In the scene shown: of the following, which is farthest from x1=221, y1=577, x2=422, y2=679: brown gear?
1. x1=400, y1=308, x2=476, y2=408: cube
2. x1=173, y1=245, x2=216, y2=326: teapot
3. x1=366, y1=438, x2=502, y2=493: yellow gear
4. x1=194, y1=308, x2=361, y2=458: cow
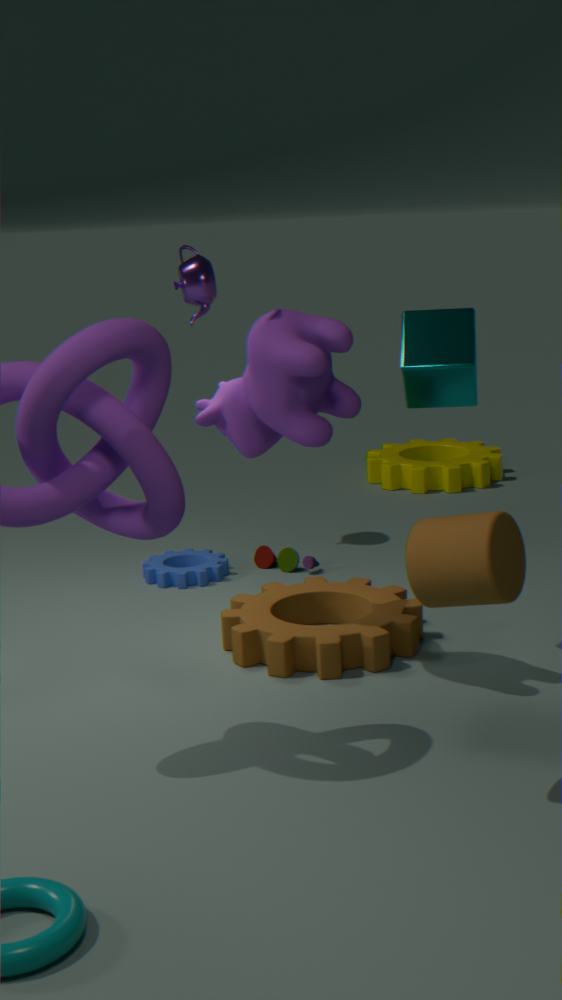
x1=366, y1=438, x2=502, y2=493: yellow gear
